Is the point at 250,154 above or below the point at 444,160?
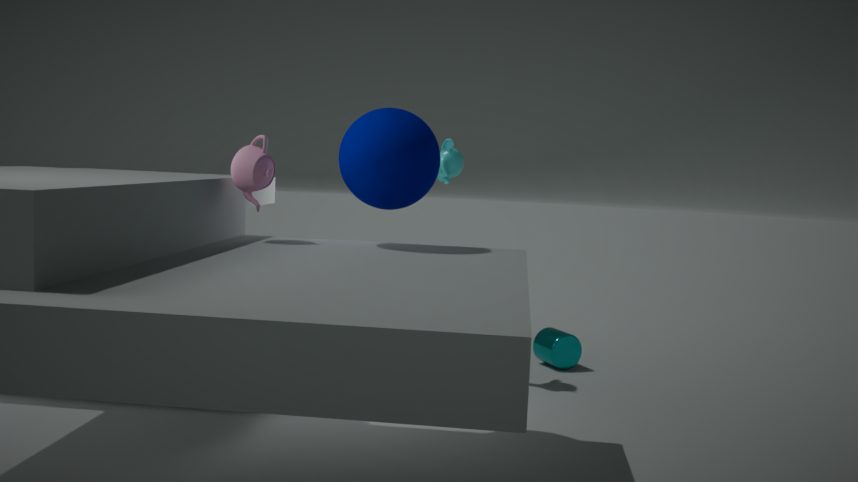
below
